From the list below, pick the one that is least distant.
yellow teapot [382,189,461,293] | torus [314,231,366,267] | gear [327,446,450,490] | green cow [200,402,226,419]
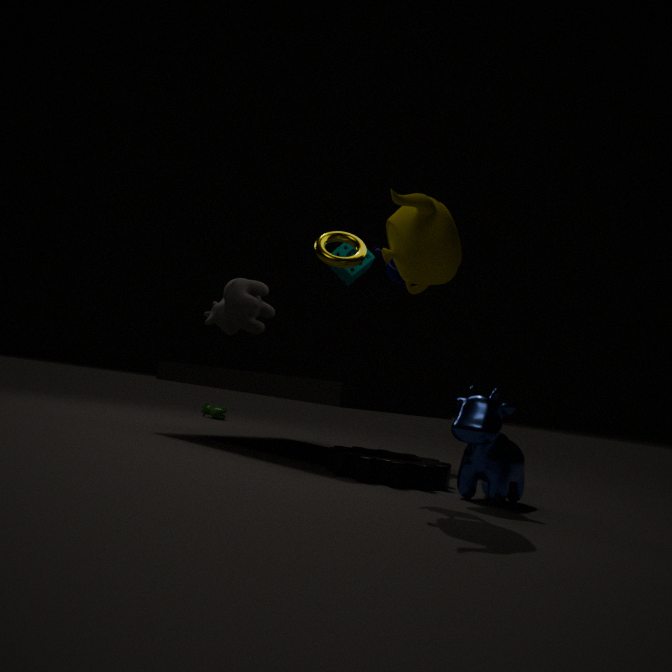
yellow teapot [382,189,461,293]
